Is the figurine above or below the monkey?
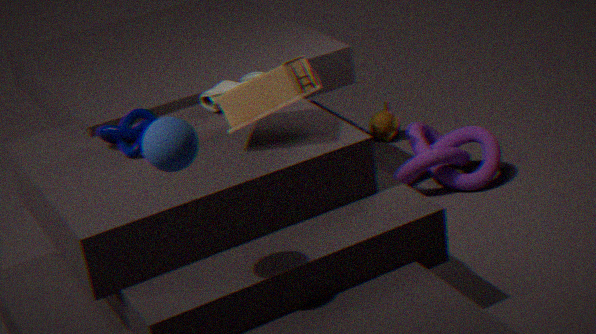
above
